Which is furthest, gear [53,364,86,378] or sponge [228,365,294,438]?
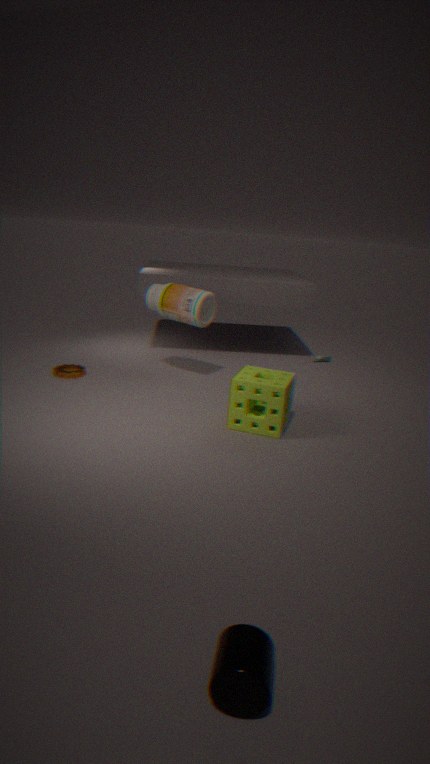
gear [53,364,86,378]
